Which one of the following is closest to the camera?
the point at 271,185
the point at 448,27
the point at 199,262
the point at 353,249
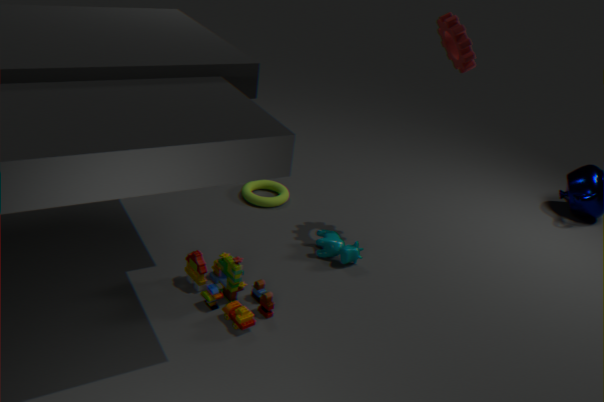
the point at 199,262
